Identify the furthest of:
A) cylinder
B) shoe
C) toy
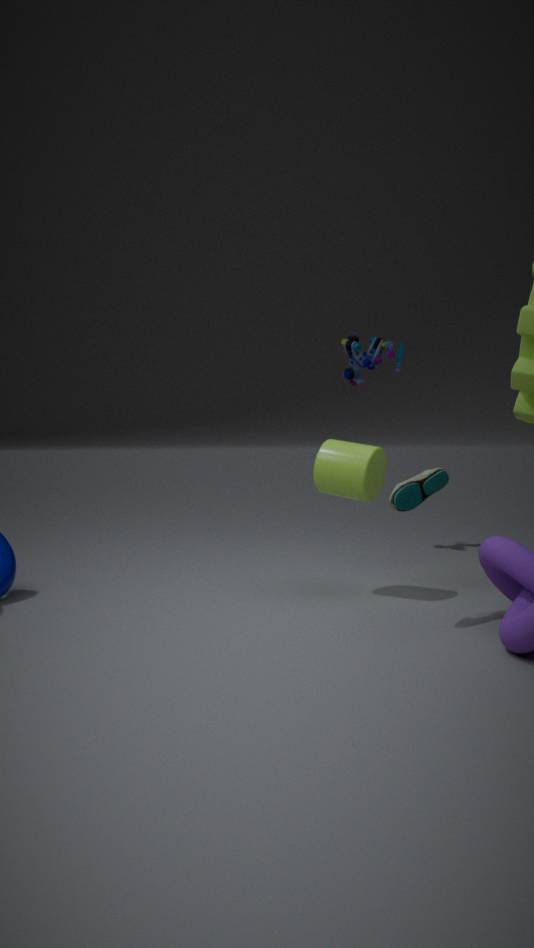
toy
